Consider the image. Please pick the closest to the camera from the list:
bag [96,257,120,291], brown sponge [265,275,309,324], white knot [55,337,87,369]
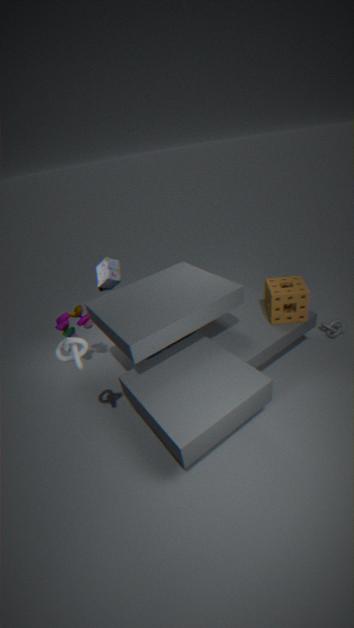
white knot [55,337,87,369]
